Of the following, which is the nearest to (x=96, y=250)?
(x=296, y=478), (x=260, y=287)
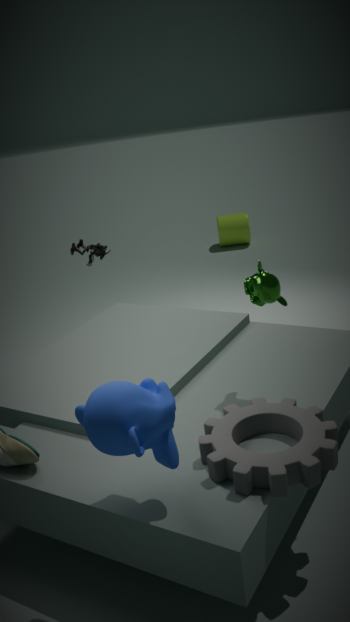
(x=260, y=287)
